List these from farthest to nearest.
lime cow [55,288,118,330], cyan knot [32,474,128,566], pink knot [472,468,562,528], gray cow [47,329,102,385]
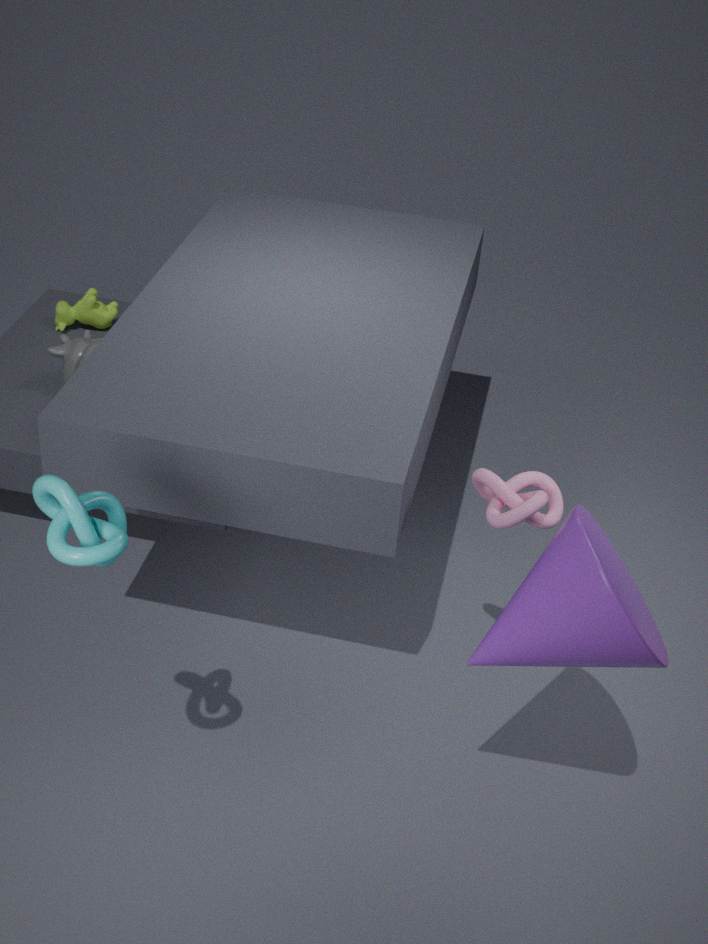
lime cow [55,288,118,330] → gray cow [47,329,102,385] → pink knot [472,468,562,528] → cyan knot [32,474,128,566]
